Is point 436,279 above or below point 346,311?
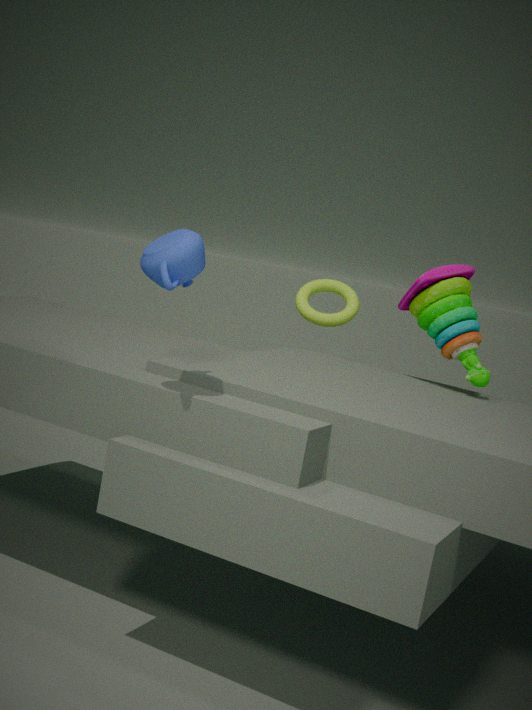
above
